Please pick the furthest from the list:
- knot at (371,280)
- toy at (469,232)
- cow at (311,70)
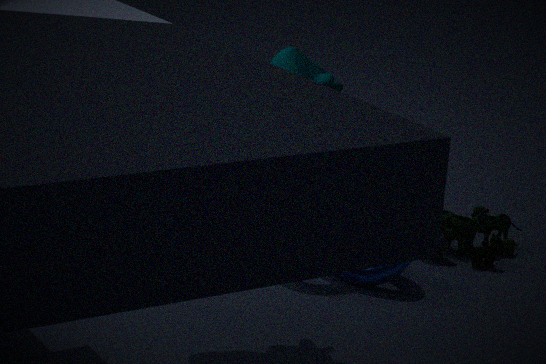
toy at (469,232)
